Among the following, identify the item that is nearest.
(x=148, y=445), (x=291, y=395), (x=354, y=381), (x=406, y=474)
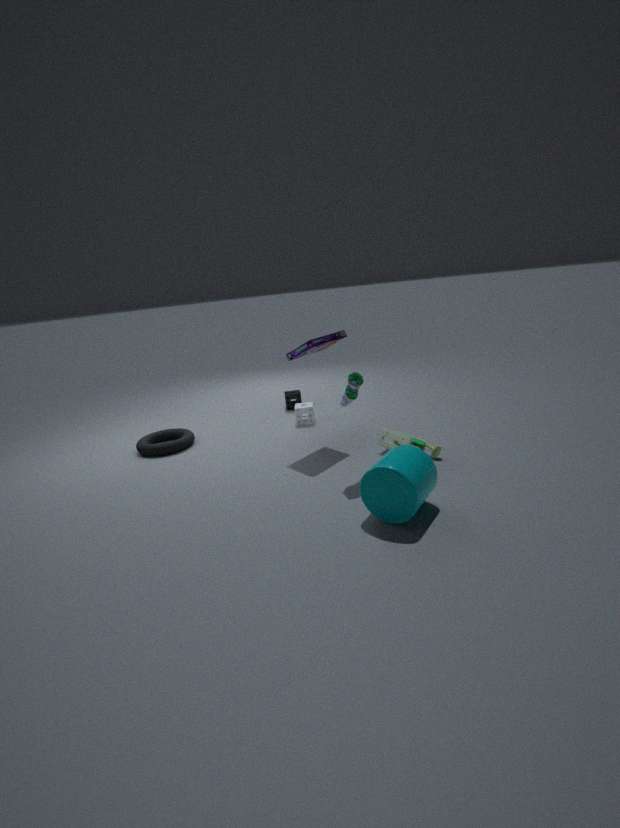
(x=406, y=474)
